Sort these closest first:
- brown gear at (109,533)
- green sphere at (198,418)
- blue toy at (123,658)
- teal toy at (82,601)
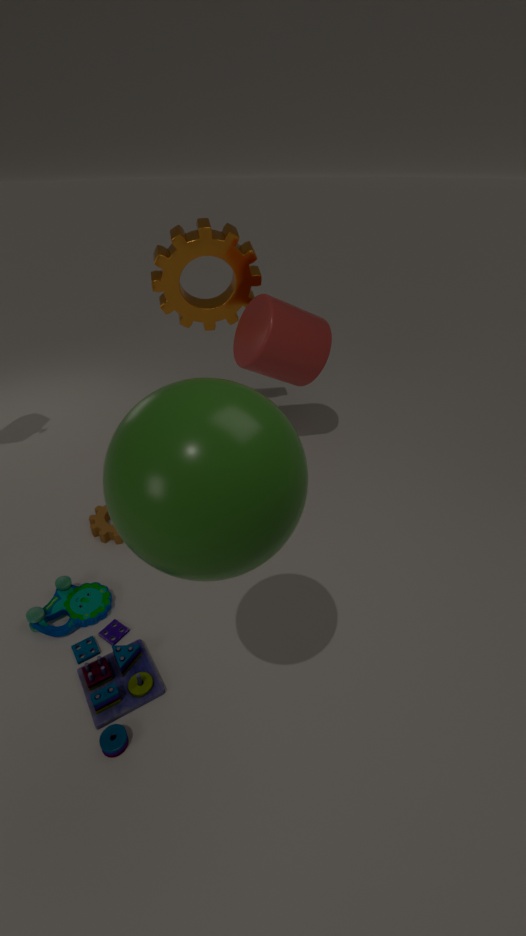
green sphere at (198,418), blue toy at (123,658), teal toy at (82,601), brown gear at (109,533)
